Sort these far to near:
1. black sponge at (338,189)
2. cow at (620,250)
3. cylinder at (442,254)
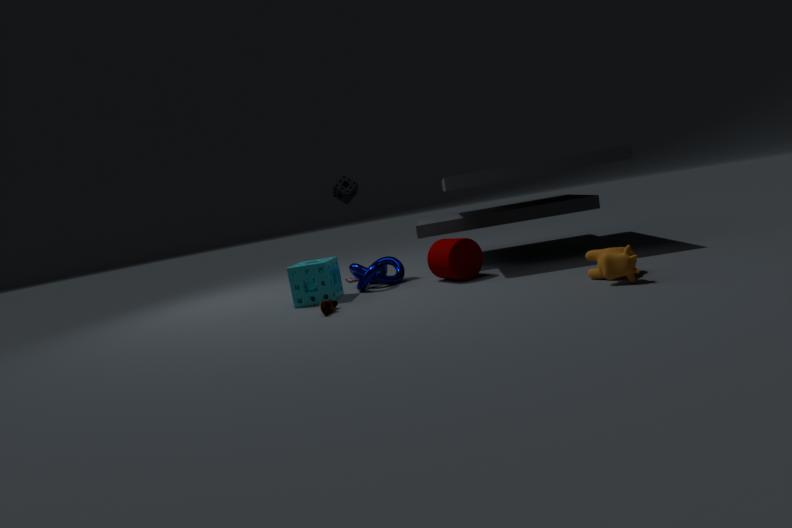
black sponge at (338,189) < cylinder at (442,254) < cow at (620,250)
